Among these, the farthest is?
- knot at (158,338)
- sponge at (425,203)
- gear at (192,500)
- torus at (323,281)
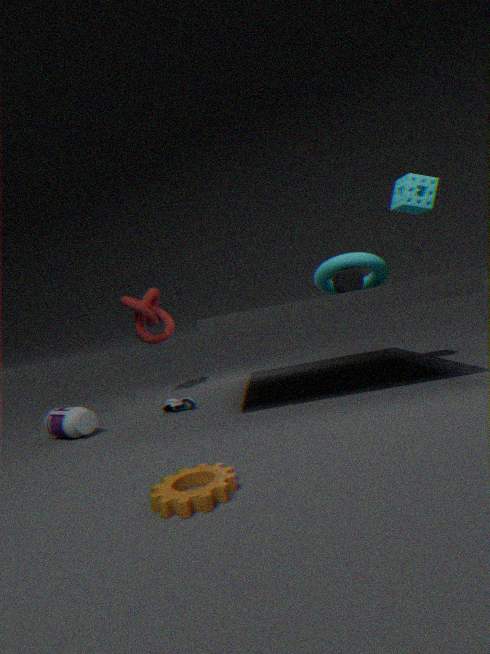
knot at (158,338)
